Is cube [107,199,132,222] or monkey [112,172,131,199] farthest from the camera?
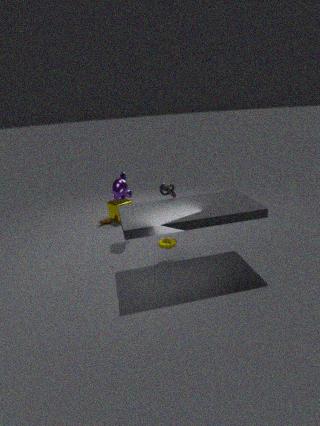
cube [107,199,132,222]
